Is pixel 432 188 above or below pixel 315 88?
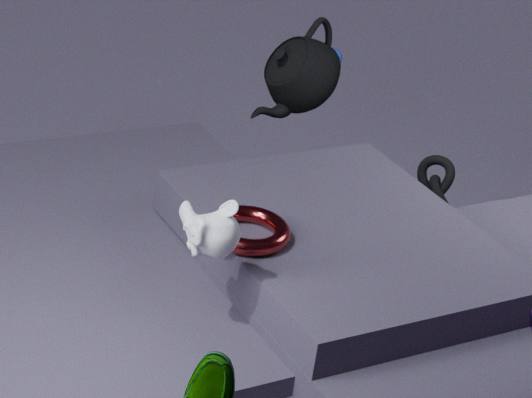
A: below
